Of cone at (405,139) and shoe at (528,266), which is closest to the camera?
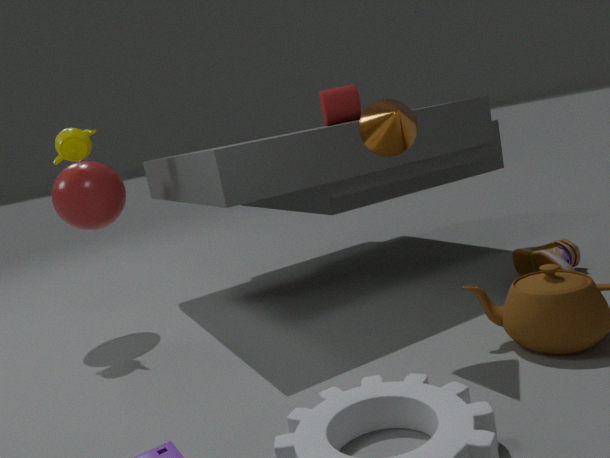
cone at (405,139)
